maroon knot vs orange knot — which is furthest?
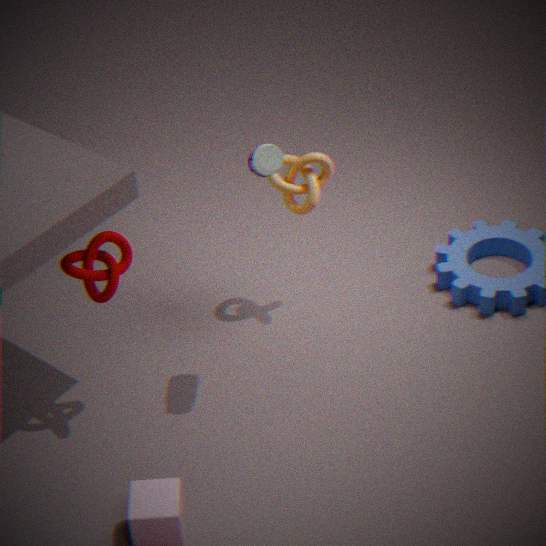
orange knot
